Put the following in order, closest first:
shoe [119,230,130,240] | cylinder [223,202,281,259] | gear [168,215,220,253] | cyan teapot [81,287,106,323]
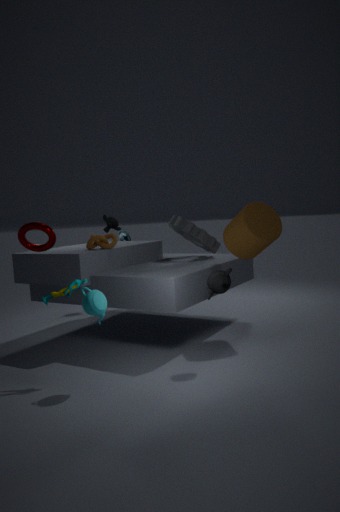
cyan teapot [81,287,106,323] < cylinder [223,202,281,259] < gear [168,215,220,253] < shoe [119,230,130,240]
